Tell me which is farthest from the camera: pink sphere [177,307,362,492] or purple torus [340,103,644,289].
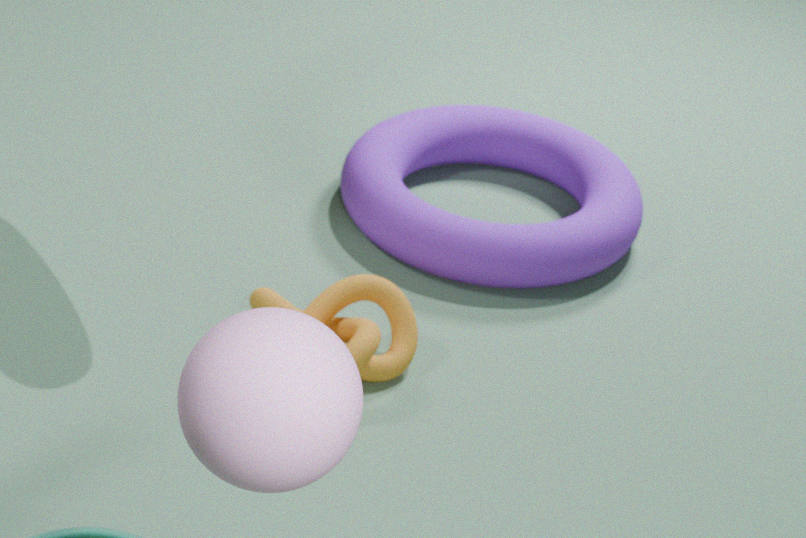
purple torus [340,103,644,289]
